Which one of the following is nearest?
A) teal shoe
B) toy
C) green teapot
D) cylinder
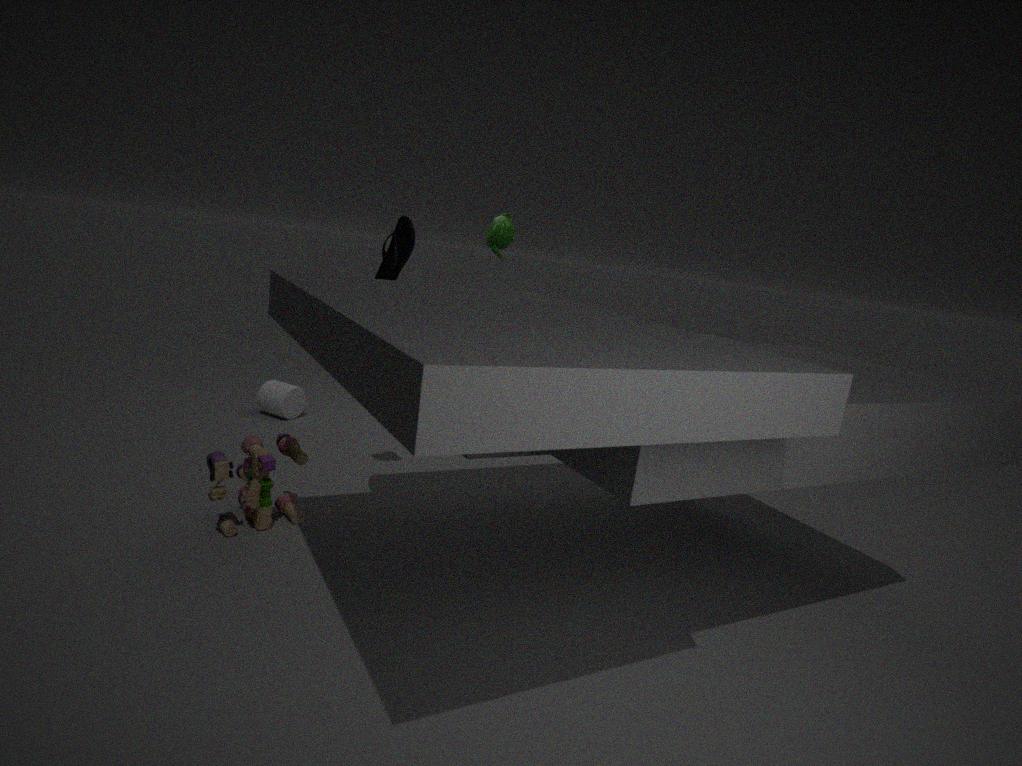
→ toy
